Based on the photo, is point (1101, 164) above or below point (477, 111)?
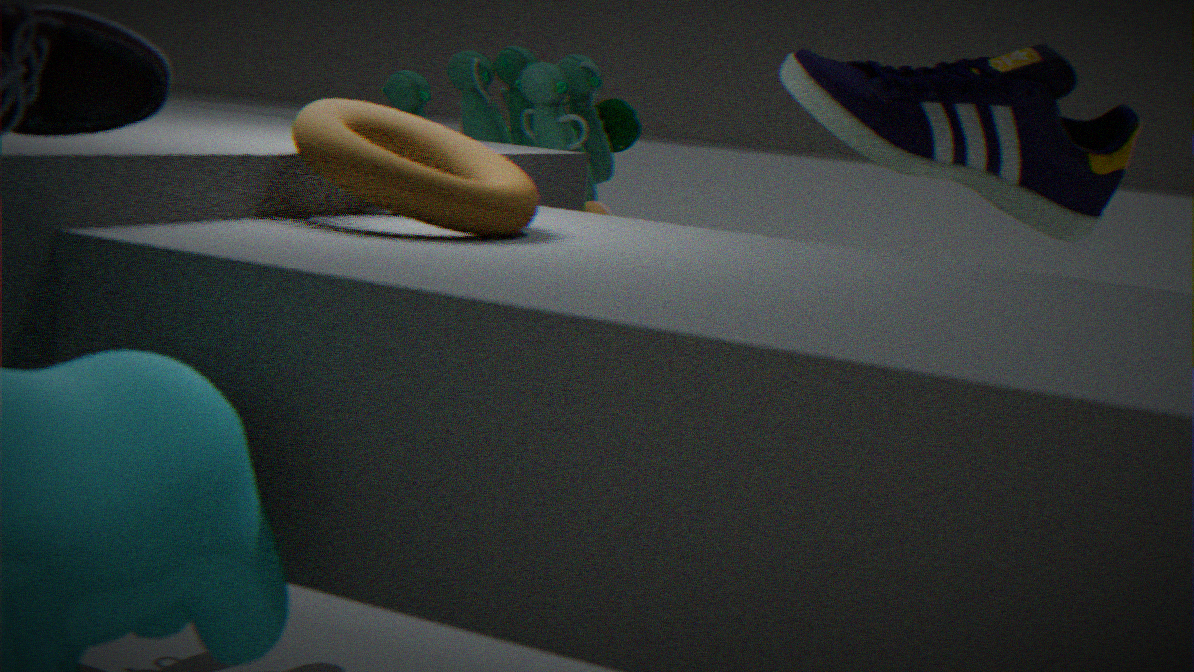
above
